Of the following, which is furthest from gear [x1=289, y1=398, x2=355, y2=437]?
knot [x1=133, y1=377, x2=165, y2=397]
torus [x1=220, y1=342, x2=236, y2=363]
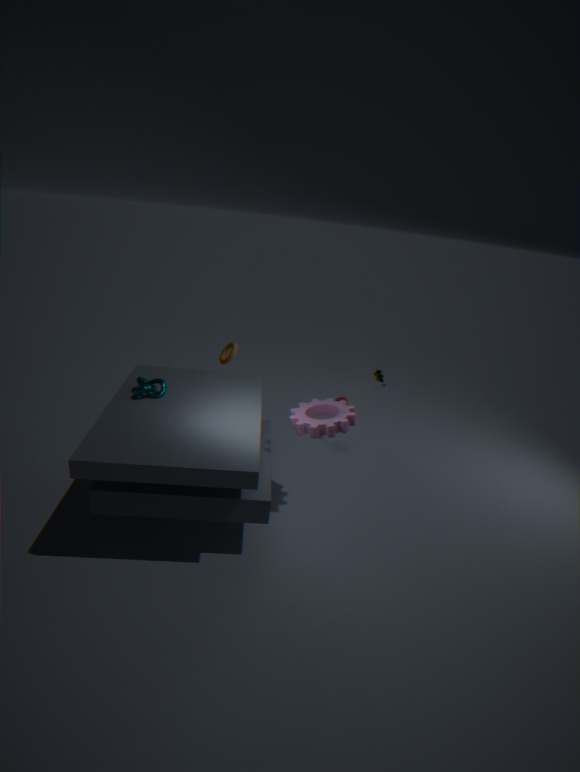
torus [x1=220, y1=342, x2=236, y2=363]
